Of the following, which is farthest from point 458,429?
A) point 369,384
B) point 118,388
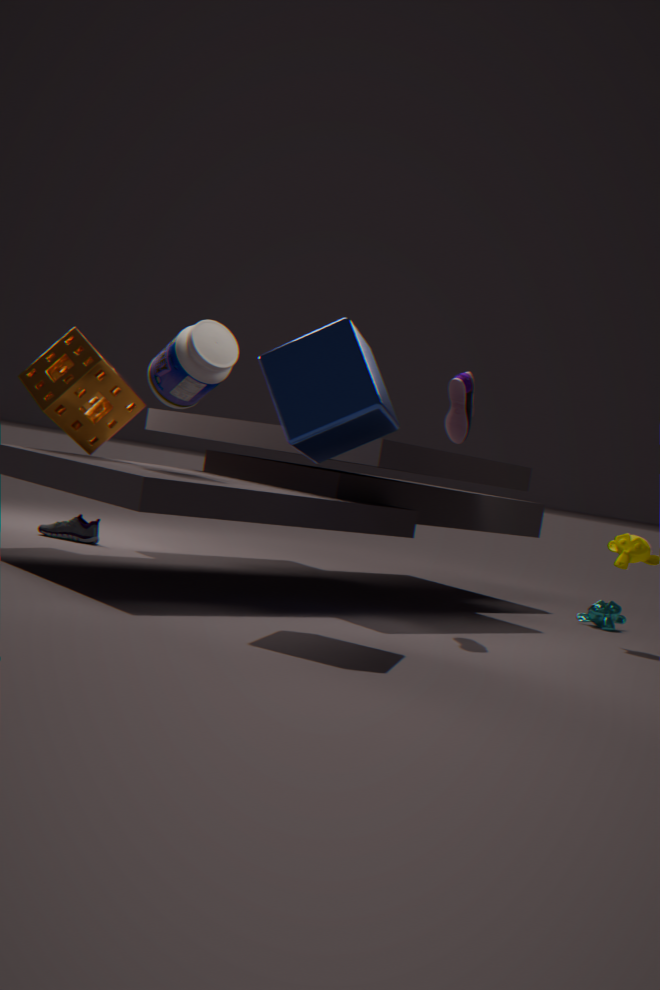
point 118,388
